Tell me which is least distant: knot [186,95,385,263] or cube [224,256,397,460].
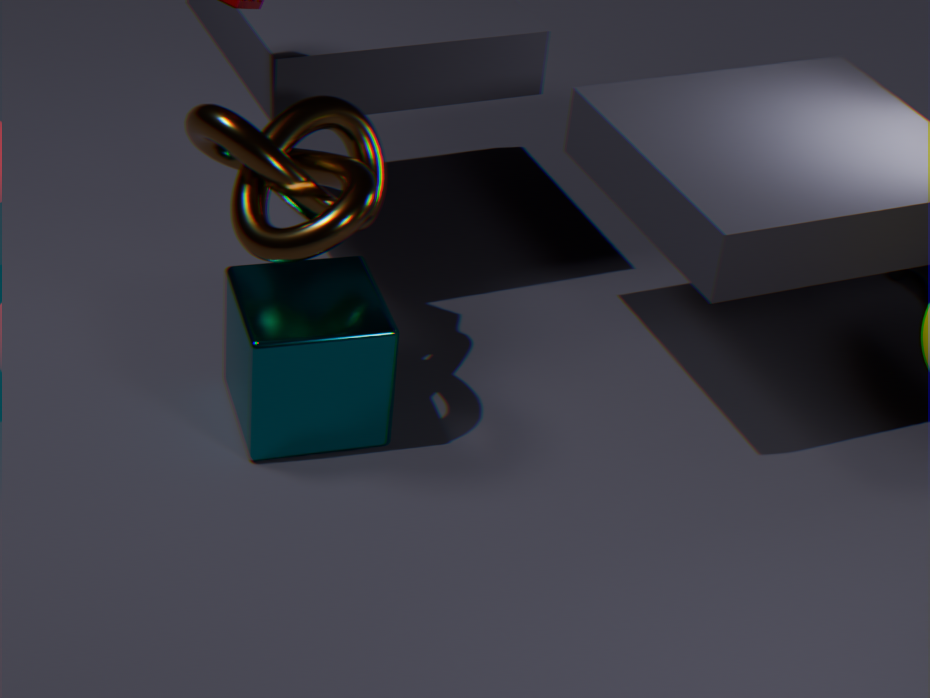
knot [186,95,385,263]
